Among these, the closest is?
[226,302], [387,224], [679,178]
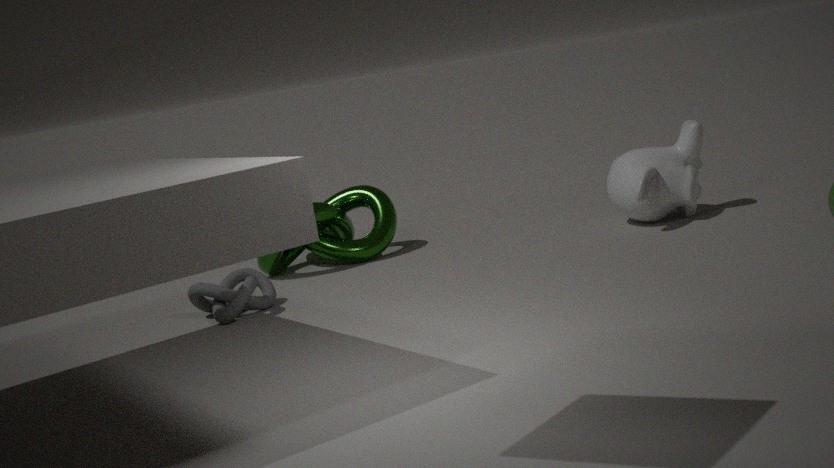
[226,302]
